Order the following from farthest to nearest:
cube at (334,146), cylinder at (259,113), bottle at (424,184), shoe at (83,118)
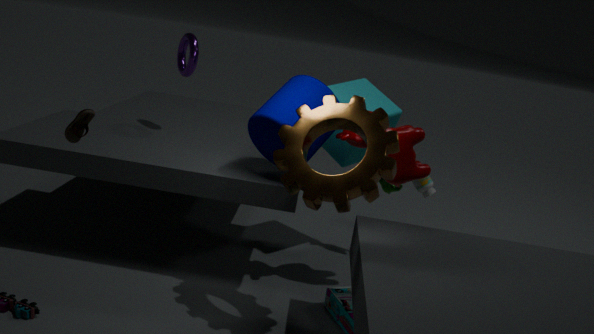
bottle at (424,184) < cube at (334,146) < cylinder at (259,113) < shoe at (83,118)
